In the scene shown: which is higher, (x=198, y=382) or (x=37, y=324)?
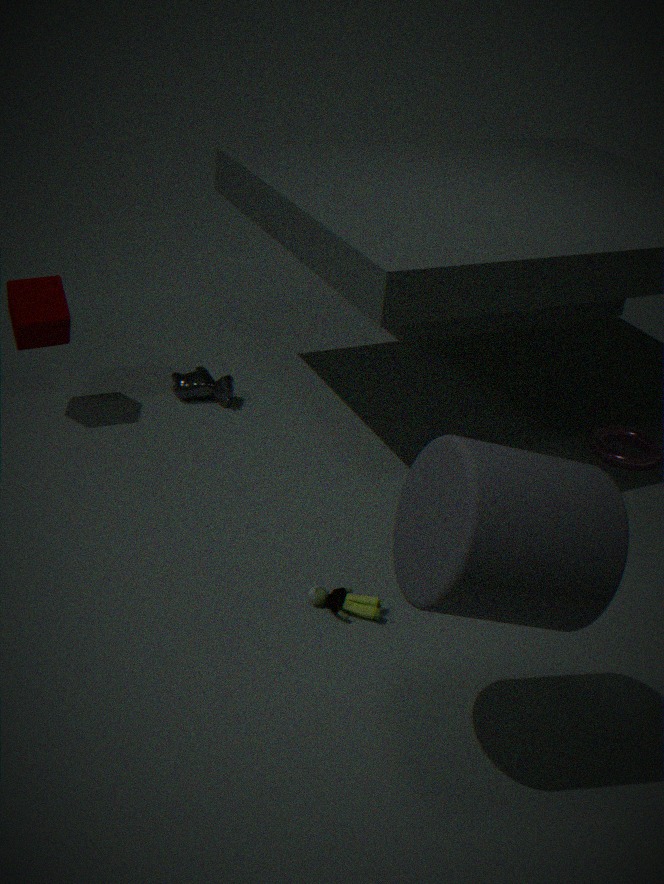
(x=37, y=324)
